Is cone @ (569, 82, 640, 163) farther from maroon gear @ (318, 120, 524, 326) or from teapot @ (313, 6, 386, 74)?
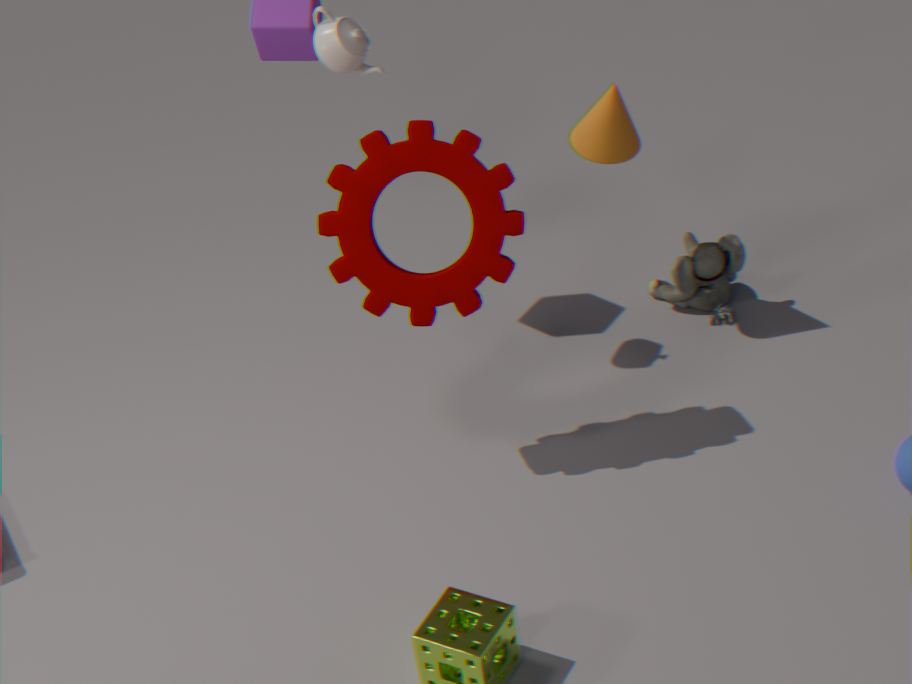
teapot @ (313, 6, 386, 74)
